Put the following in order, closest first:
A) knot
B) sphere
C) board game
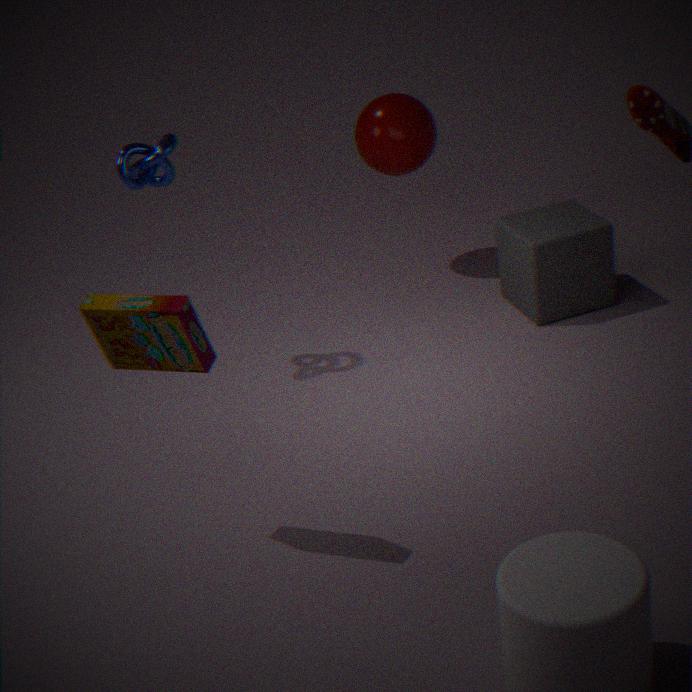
board game, knot, sphere
